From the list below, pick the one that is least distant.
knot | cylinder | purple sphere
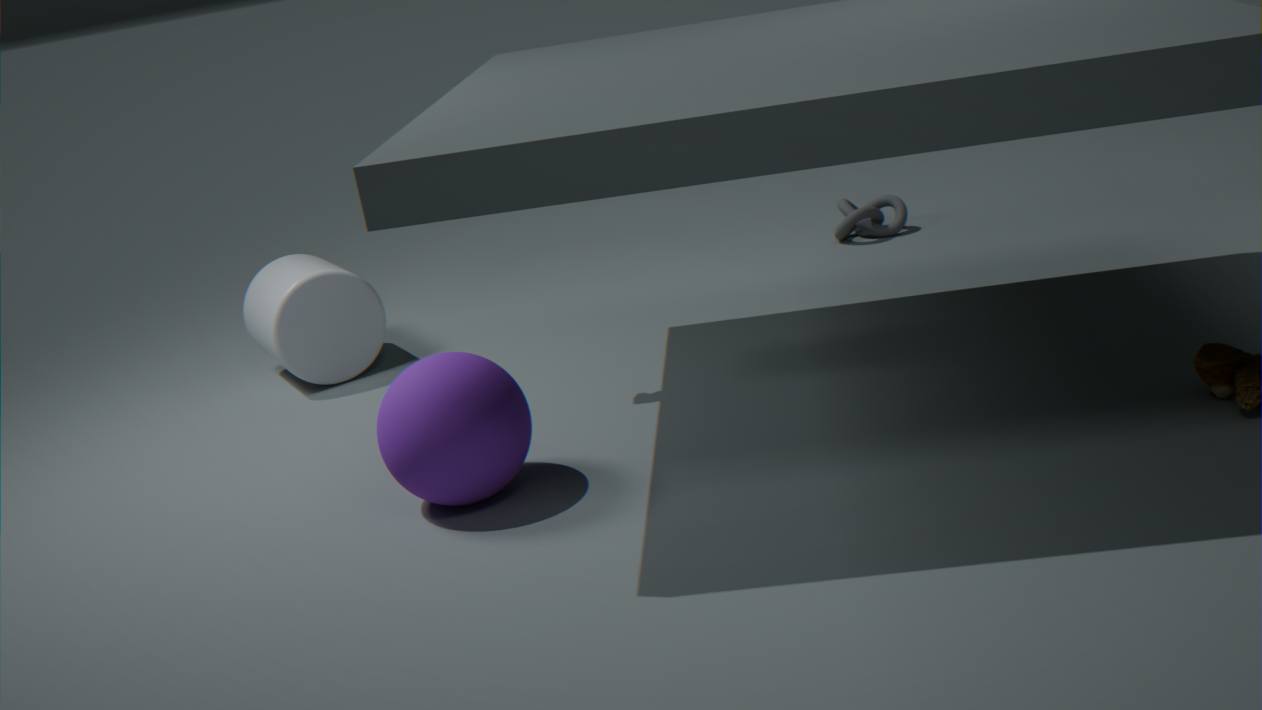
purple sphere
